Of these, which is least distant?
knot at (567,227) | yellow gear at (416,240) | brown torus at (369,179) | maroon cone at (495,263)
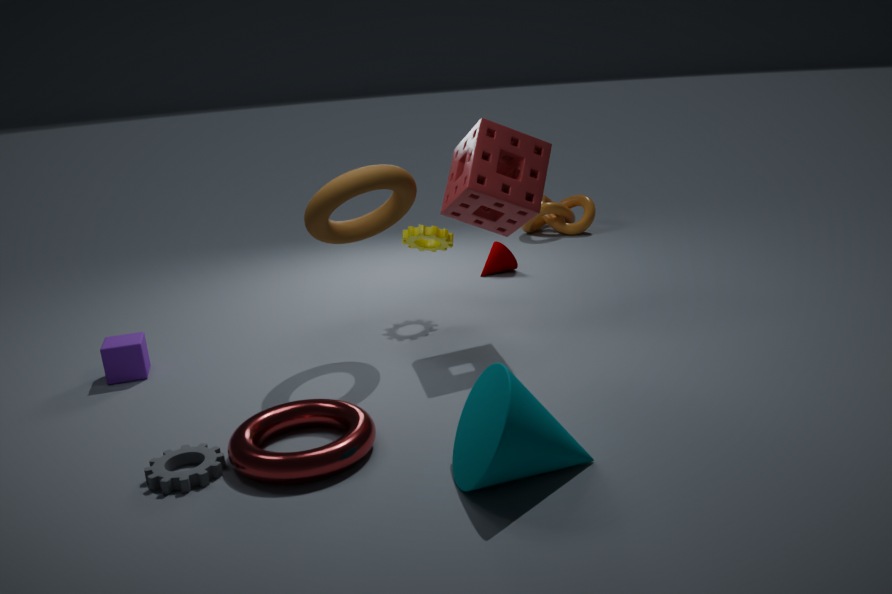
brown torus at (369,179)
